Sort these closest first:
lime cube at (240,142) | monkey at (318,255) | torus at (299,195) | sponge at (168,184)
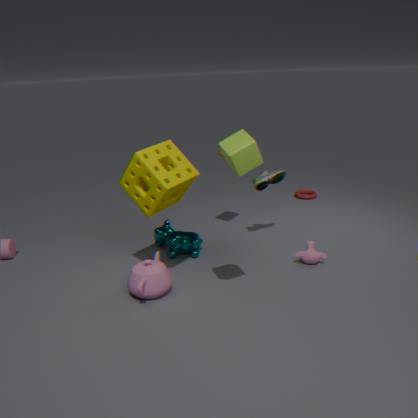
lime cube at (240,142) < sponge at (168,184) < monkey at (318,255) < torus at (299,195)
